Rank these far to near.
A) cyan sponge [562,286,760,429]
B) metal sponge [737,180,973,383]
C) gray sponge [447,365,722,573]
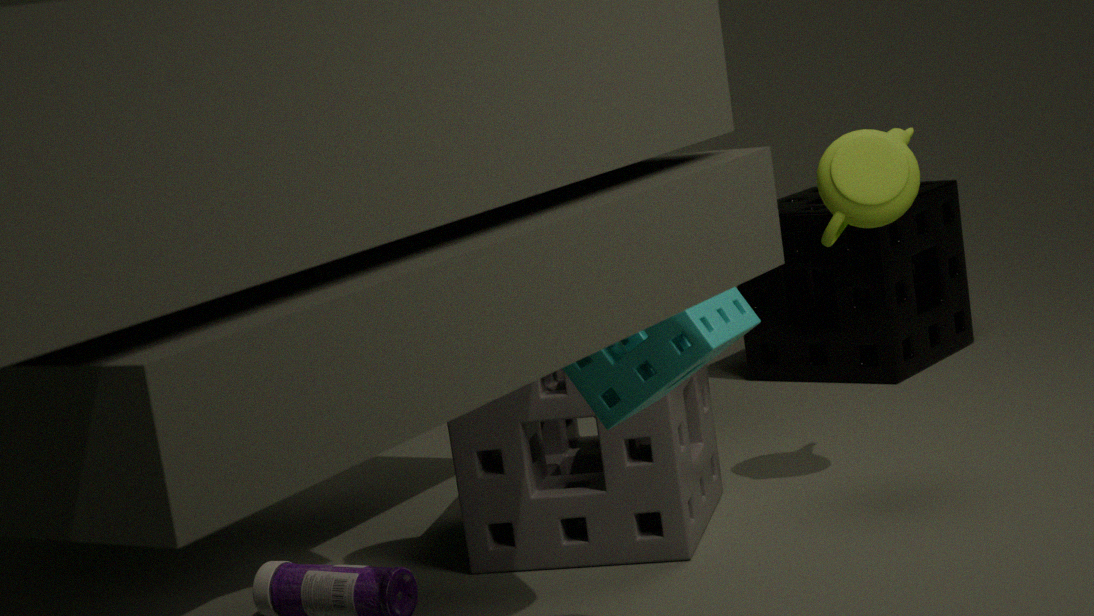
metal sponge [737,180,973,383] → gray sponge [447,365,722,573] → cyan sponge [562,286,760,429]
